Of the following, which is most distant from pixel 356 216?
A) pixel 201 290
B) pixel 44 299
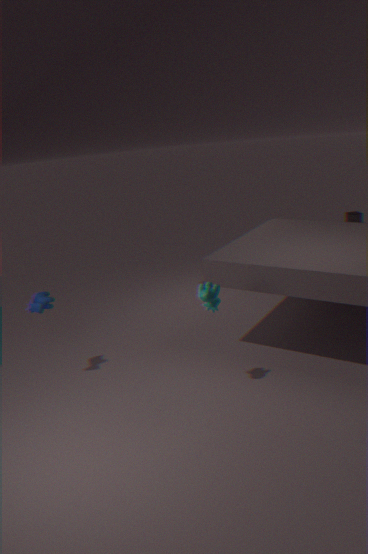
pixel 44 299
